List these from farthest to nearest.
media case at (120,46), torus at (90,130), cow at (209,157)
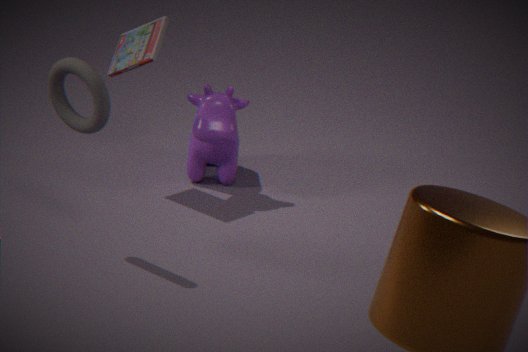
cow at (209,157) < media case at (120,46) < torus at (90,130)
